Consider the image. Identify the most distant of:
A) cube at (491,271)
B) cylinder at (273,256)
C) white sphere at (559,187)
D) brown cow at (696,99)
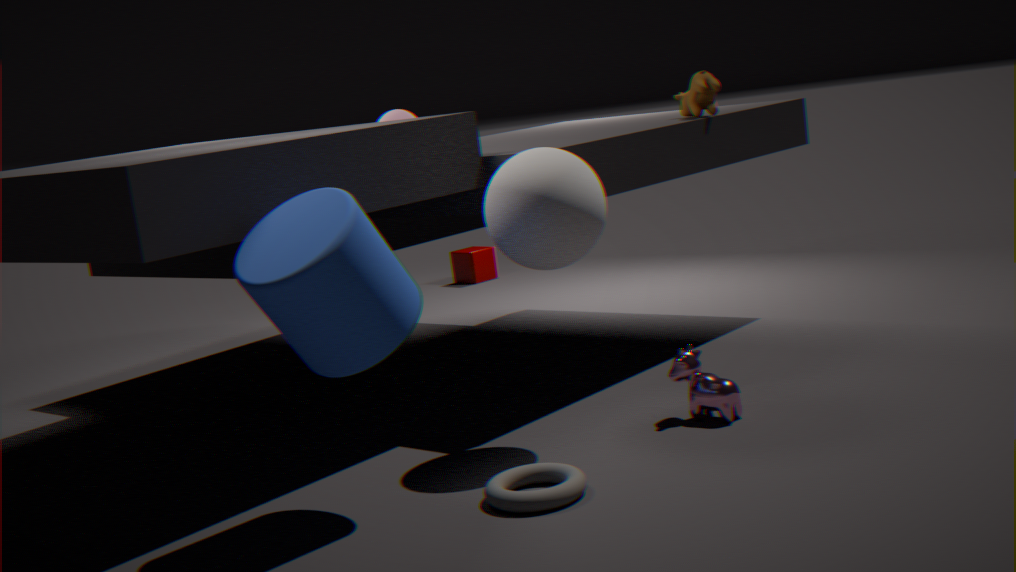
cube at (491,271)
